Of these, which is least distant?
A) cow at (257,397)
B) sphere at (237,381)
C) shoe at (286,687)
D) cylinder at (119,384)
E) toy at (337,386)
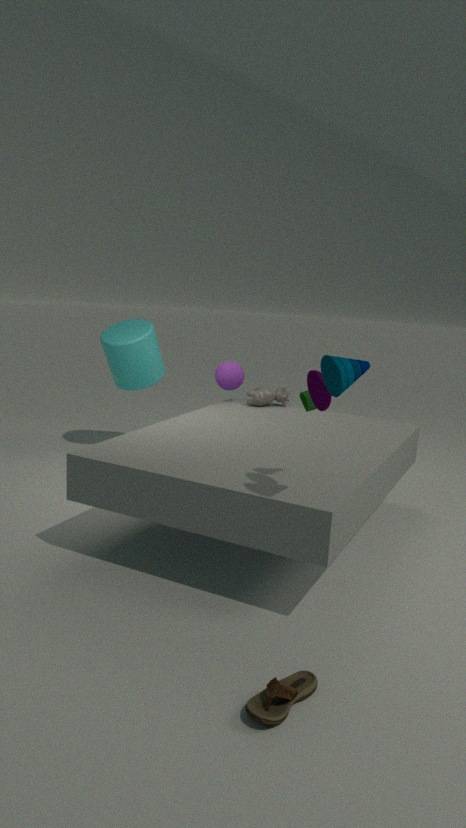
shoe at (286,687)
